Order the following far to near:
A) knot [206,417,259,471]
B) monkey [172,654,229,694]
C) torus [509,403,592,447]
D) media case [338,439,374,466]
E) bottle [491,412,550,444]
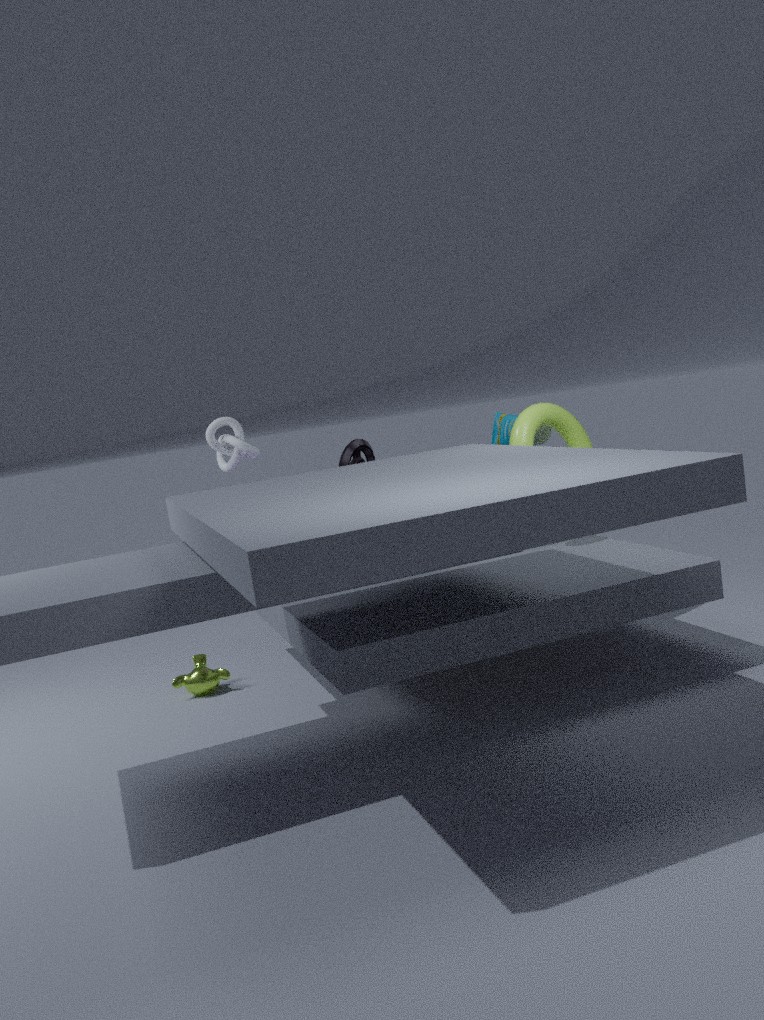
bottle [491,412,550,444] < knot [206,417,259,471] < torus [509,403,592,447] < media case [338,439,374,466] < monkey [172,654,229,694]
